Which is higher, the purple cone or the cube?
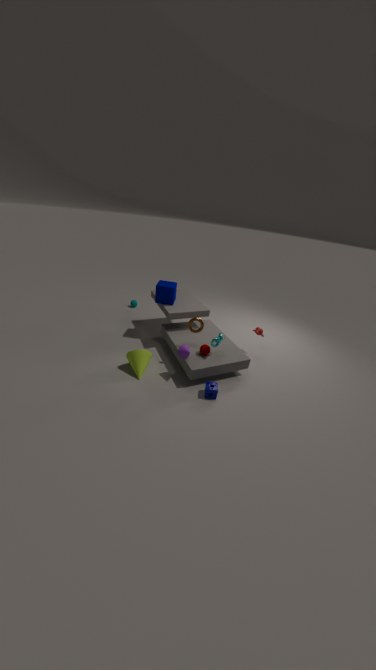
the cube
